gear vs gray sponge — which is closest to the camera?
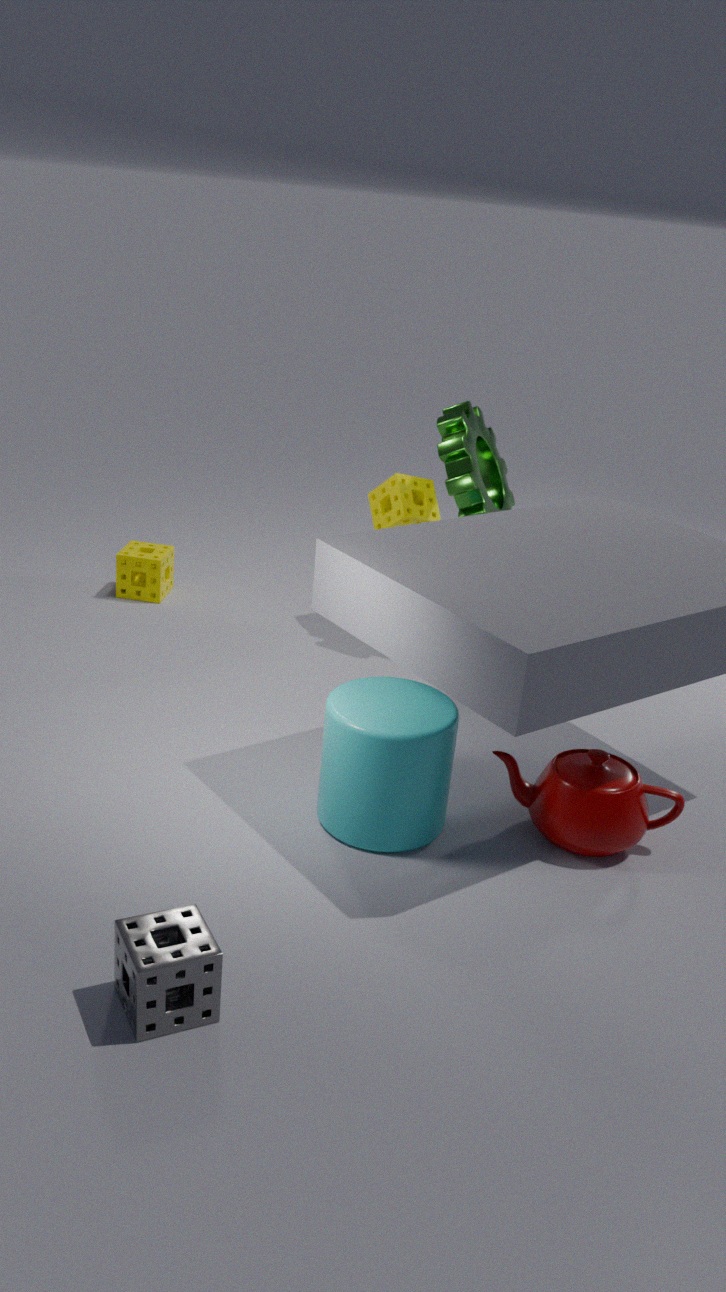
gray sponge
